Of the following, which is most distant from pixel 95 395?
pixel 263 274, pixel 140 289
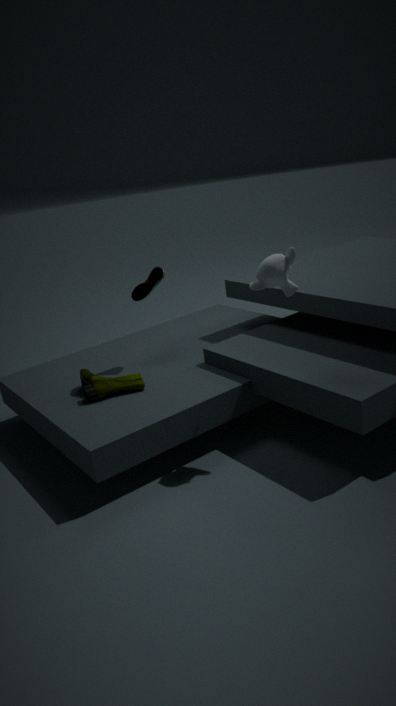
pixel 263 274
